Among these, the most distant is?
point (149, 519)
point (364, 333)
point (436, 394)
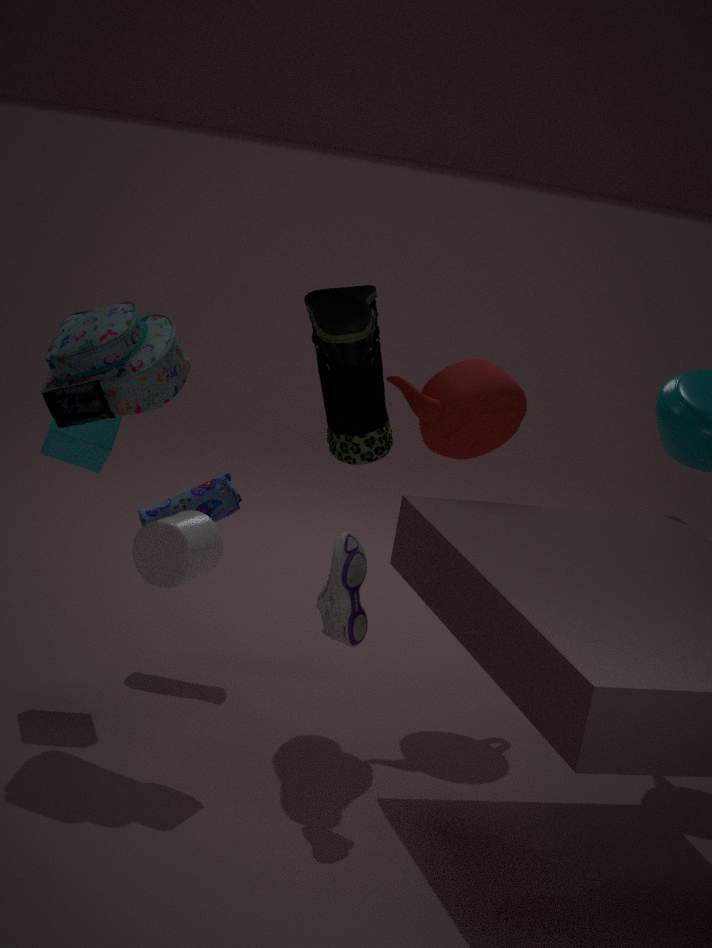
point (149, 519)
